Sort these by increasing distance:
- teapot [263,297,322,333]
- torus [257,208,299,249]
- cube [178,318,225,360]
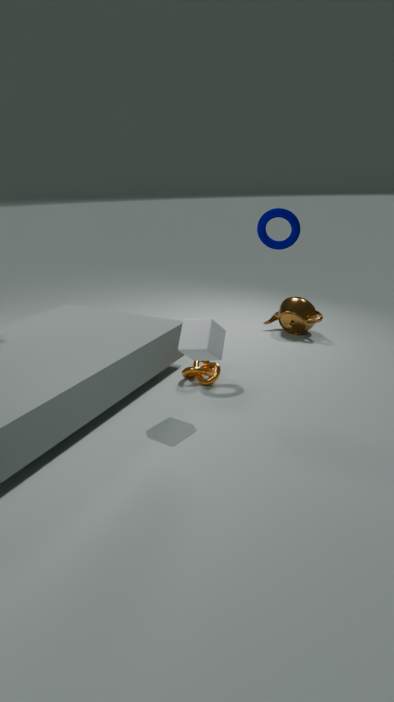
1. cube [178,318,225,360]
2. torus [257,208,299,249]
3. teapot [263,297,322,333]
